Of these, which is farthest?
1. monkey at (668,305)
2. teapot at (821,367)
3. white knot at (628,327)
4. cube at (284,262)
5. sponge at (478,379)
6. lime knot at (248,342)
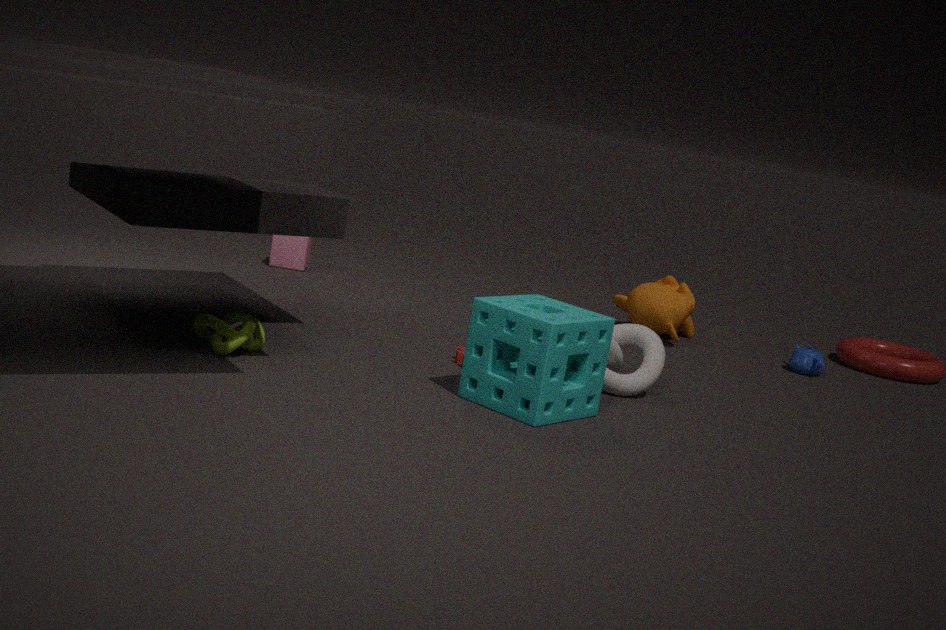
cube at (284,262)
